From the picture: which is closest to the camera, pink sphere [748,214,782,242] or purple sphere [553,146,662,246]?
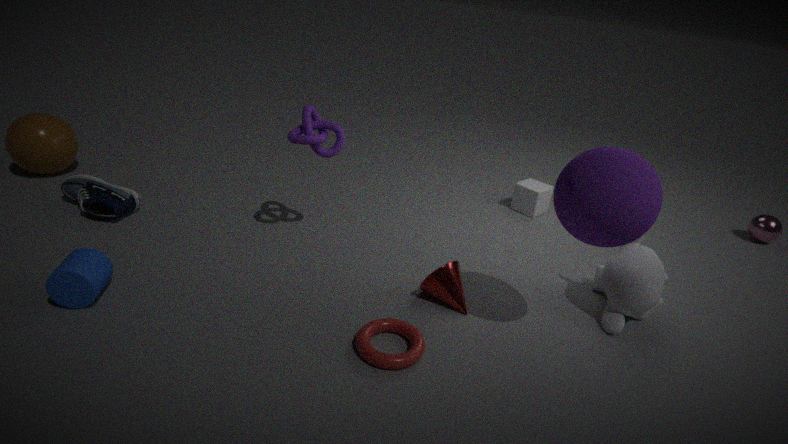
purple sphere [553,146,662,246]
